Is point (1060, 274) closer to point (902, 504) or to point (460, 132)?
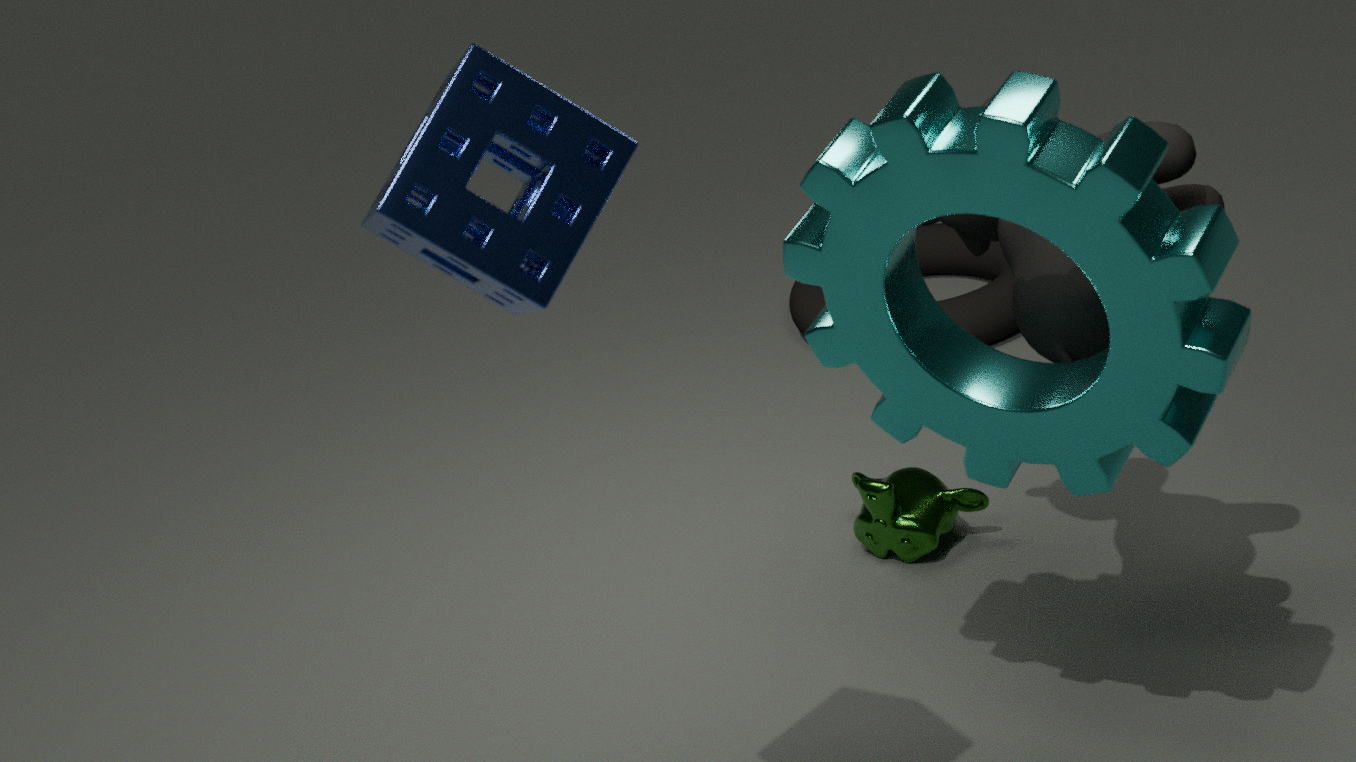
point (902, 504)
